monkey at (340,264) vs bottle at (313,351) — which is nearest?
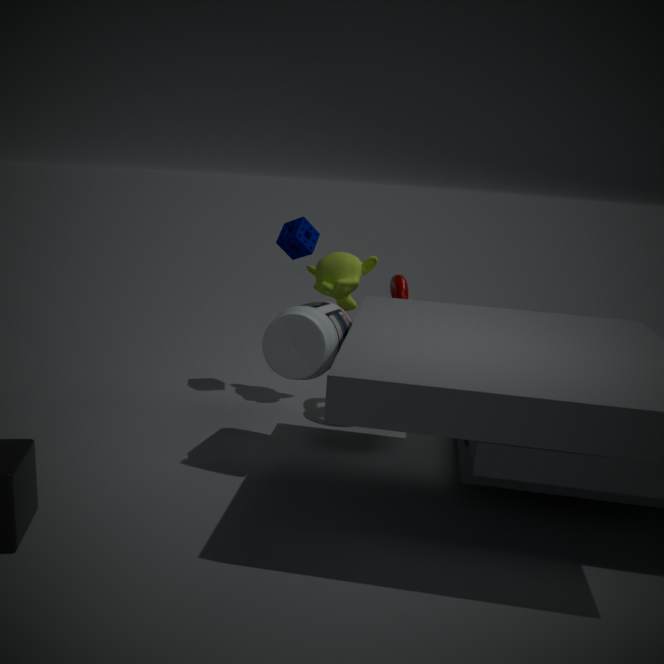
bottle at (313,351)
